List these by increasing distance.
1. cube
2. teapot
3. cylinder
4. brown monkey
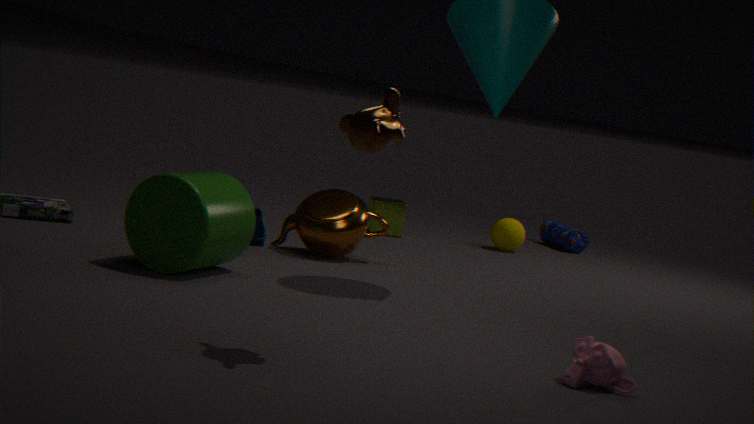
brown monkey, cylinder, teapot, cube
